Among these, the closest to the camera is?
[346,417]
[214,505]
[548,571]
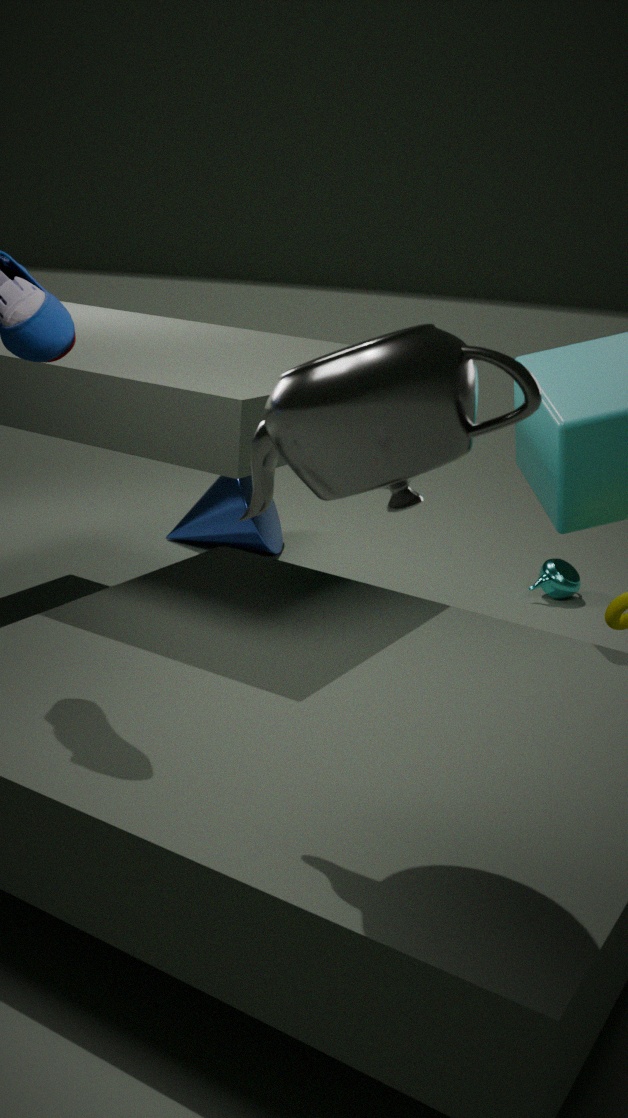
[346,417]
